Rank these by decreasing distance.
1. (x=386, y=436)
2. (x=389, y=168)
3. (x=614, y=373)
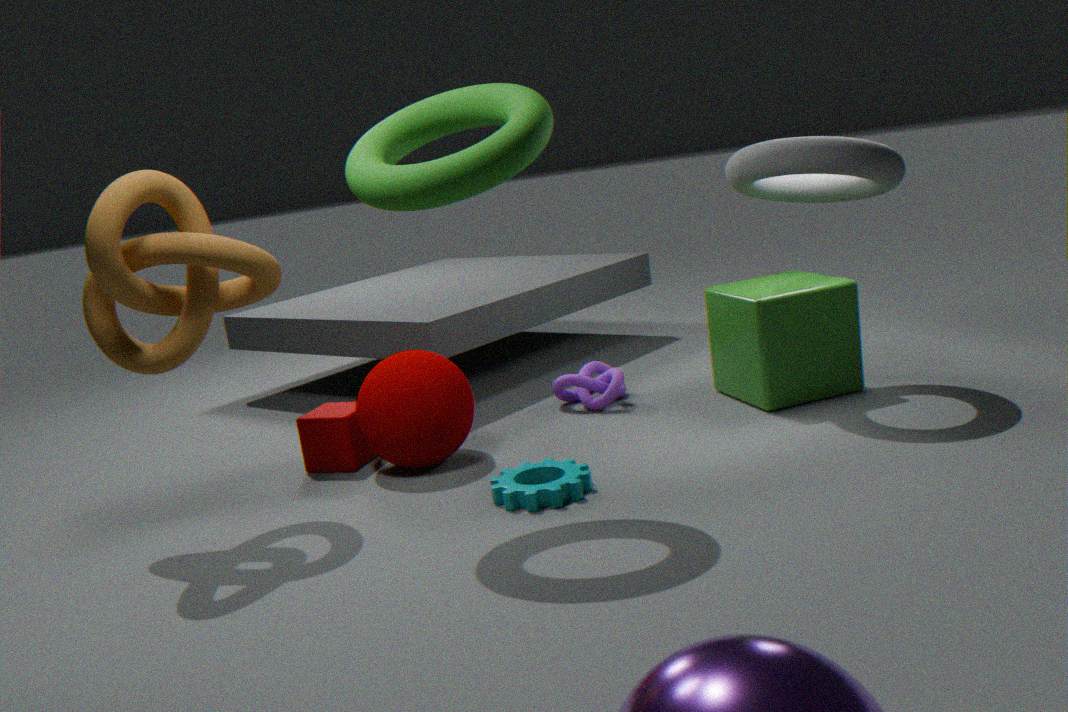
(x=614, y=373) < (x=386, y=436) < (x=389, y=168)
